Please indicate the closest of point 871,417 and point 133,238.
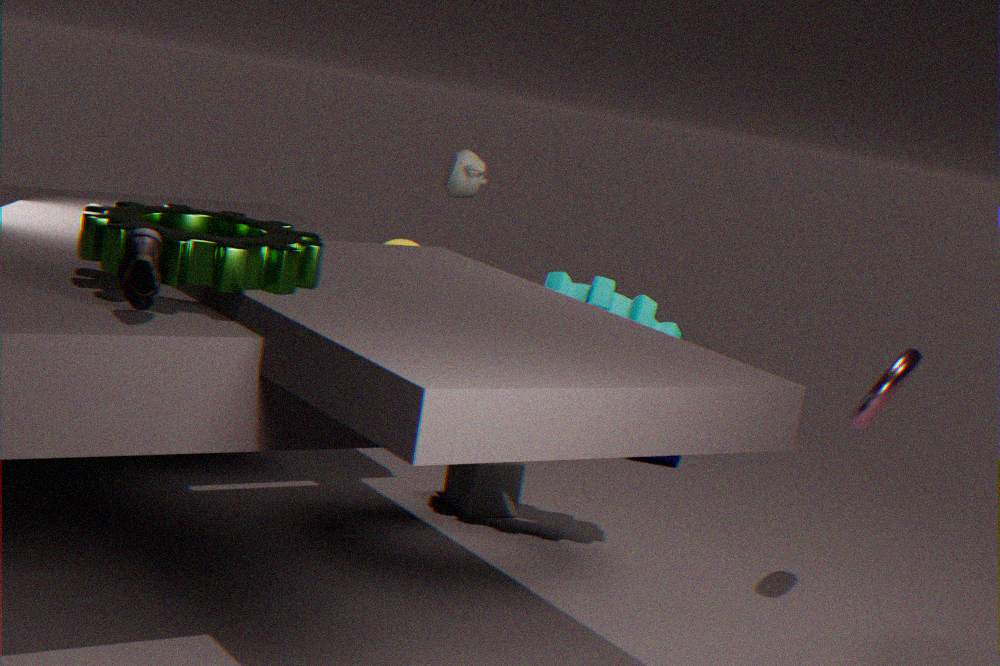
point 133,238
